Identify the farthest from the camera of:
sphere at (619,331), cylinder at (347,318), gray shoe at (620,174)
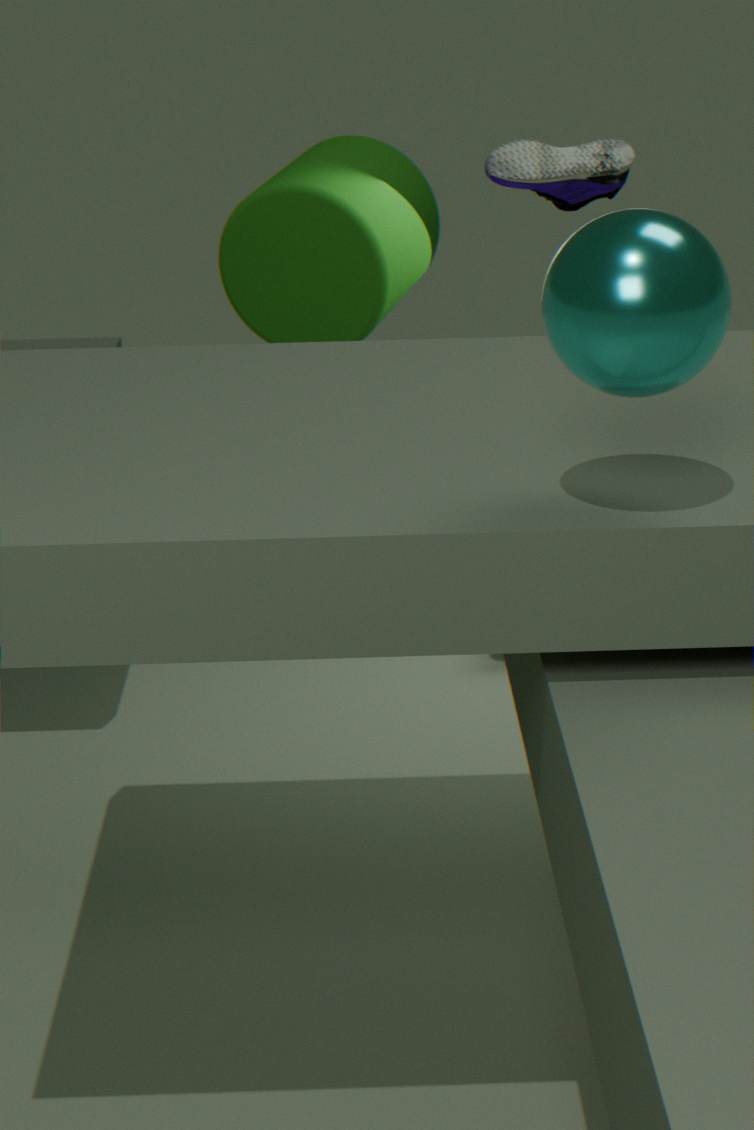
cylinder at (347,318)
